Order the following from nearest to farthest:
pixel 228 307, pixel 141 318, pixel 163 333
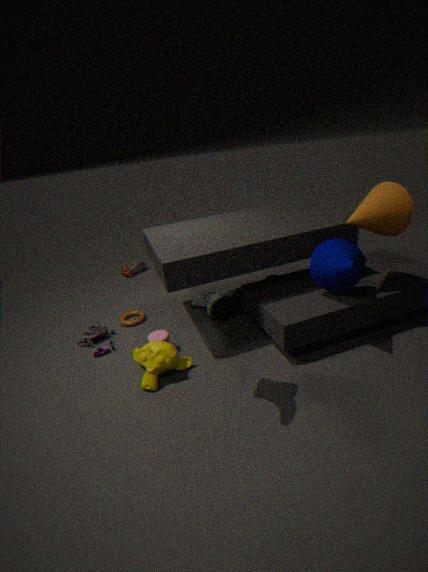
1. pixel 228 307
2. pixel 163 333
3. pixel 141 318
